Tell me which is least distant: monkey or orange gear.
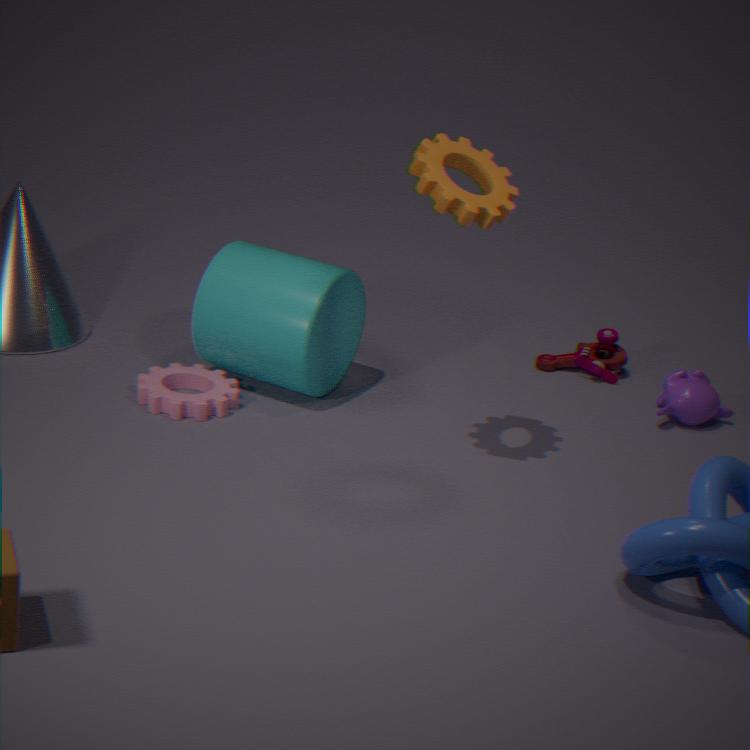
orange gear
